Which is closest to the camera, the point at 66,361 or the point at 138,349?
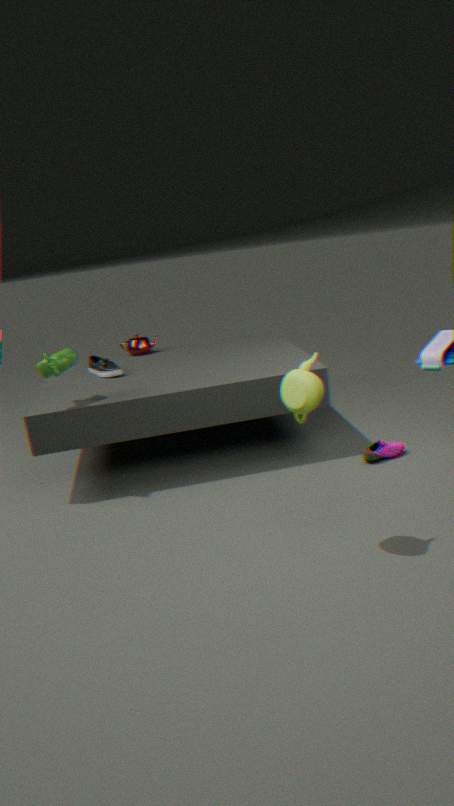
the point at 66,361
